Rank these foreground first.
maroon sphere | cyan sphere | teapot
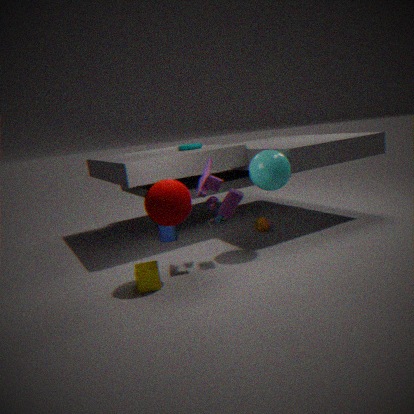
maroon sphere
cyan sphere
teapot
